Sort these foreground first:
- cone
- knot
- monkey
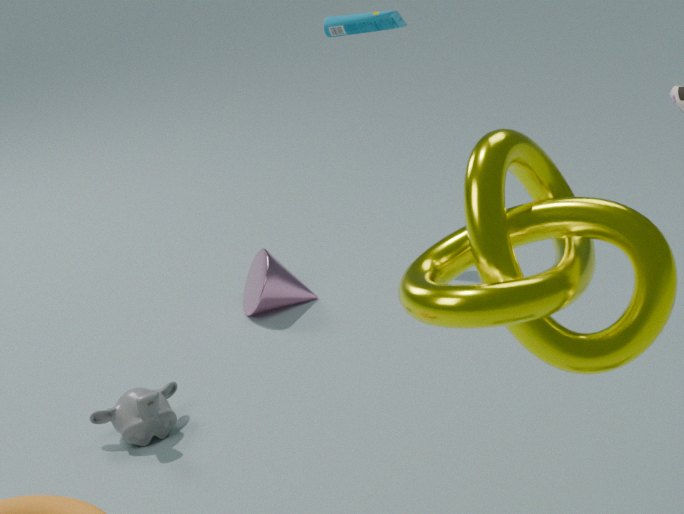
knot, monkey, cone
